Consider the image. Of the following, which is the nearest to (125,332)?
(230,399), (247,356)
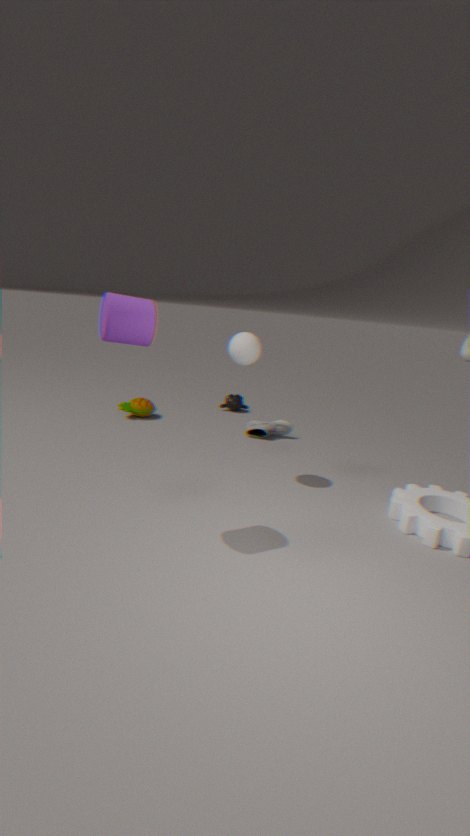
(247,356)
